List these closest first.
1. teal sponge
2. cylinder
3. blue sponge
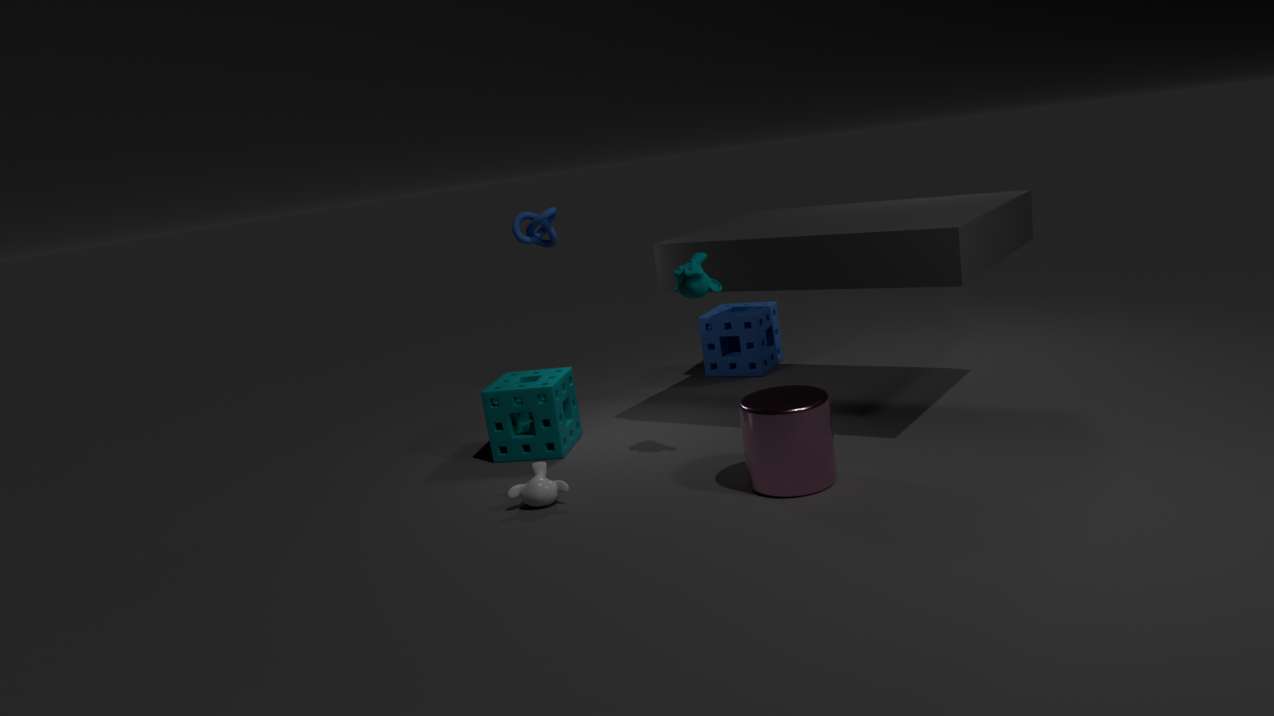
cylinder < teal sponge < blue sponge
